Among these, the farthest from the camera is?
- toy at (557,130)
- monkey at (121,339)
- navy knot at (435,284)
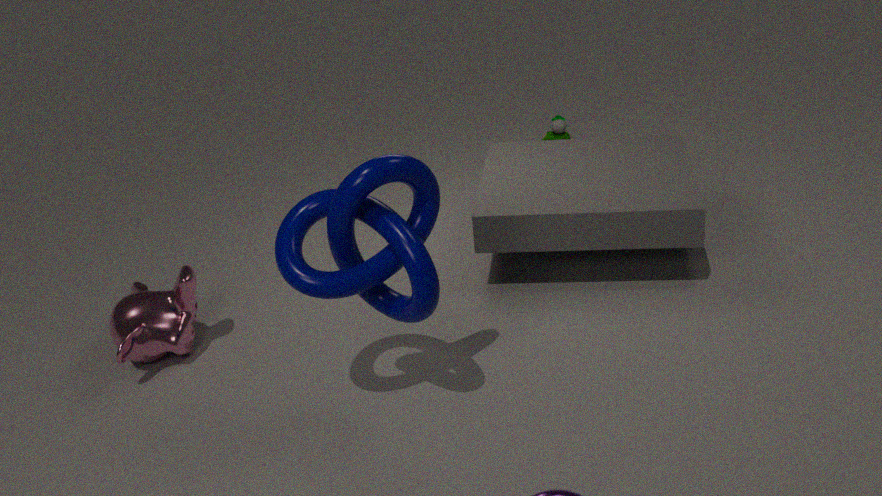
toy at (557,130)
